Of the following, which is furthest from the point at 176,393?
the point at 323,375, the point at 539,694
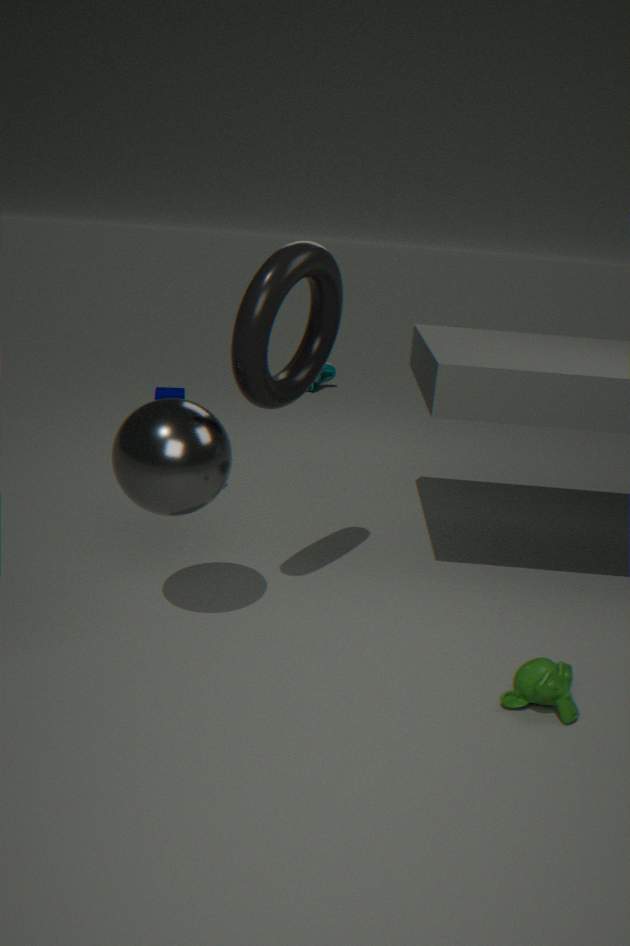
the point at 539,694
